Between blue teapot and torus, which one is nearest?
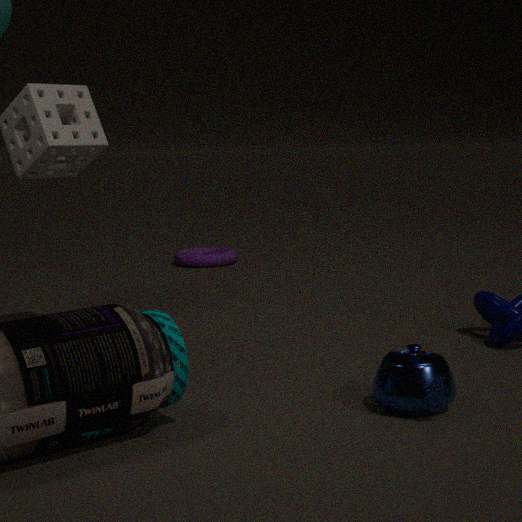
blue teapot
